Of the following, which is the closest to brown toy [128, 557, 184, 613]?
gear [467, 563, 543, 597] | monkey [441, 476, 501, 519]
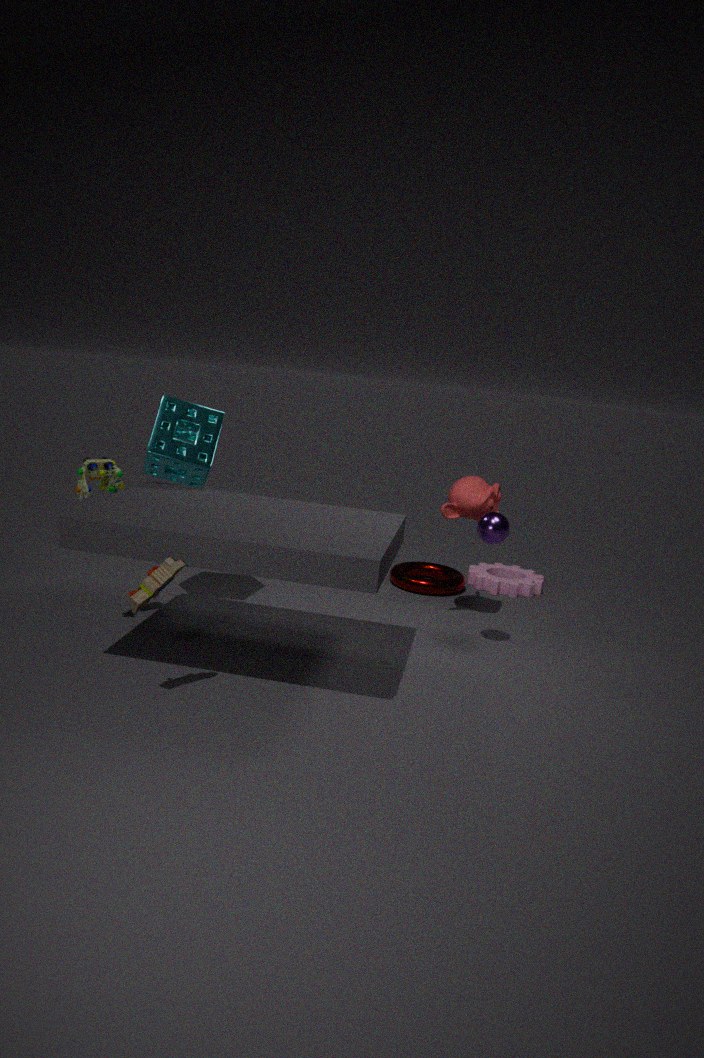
monkey [441, 476, 501, 519]
